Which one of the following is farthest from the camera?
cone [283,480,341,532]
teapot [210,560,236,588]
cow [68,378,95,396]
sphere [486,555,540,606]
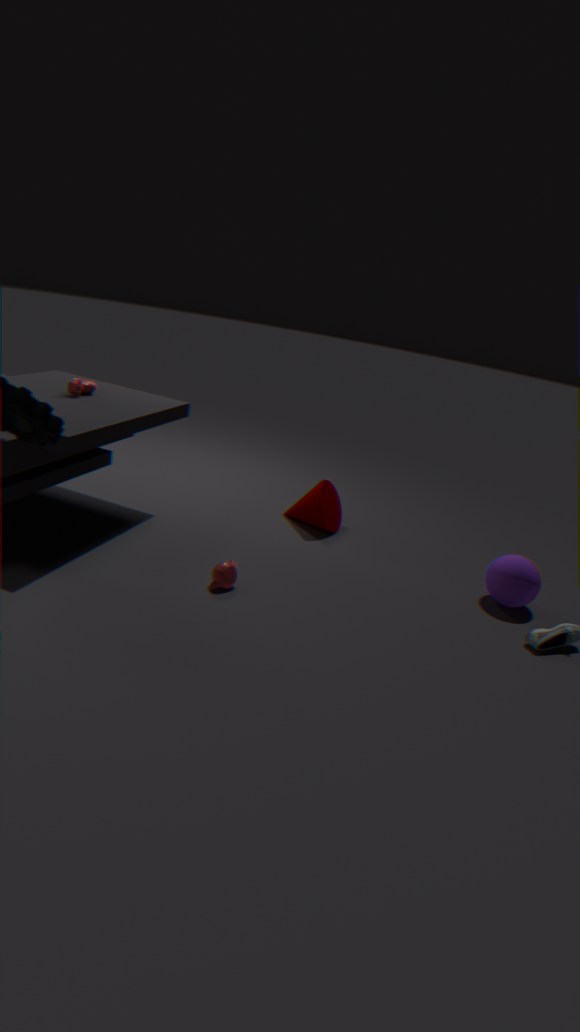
cone [283,480,341,532]
